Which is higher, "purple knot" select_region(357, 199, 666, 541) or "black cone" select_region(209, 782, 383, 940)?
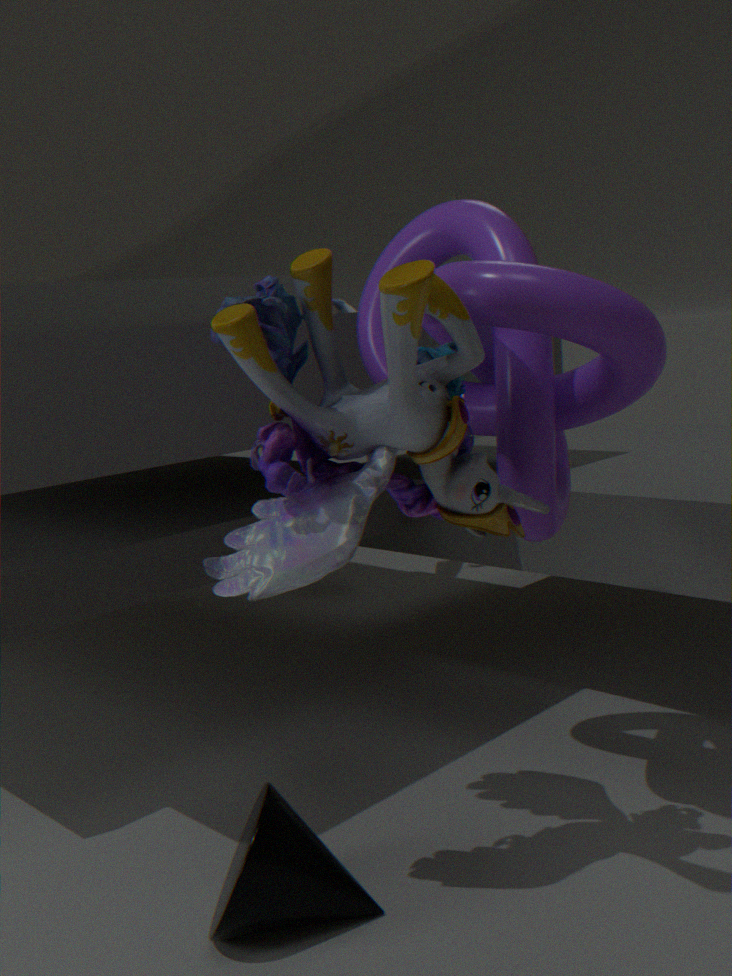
"purple knot" select_region(357, 199, 666, 541)
